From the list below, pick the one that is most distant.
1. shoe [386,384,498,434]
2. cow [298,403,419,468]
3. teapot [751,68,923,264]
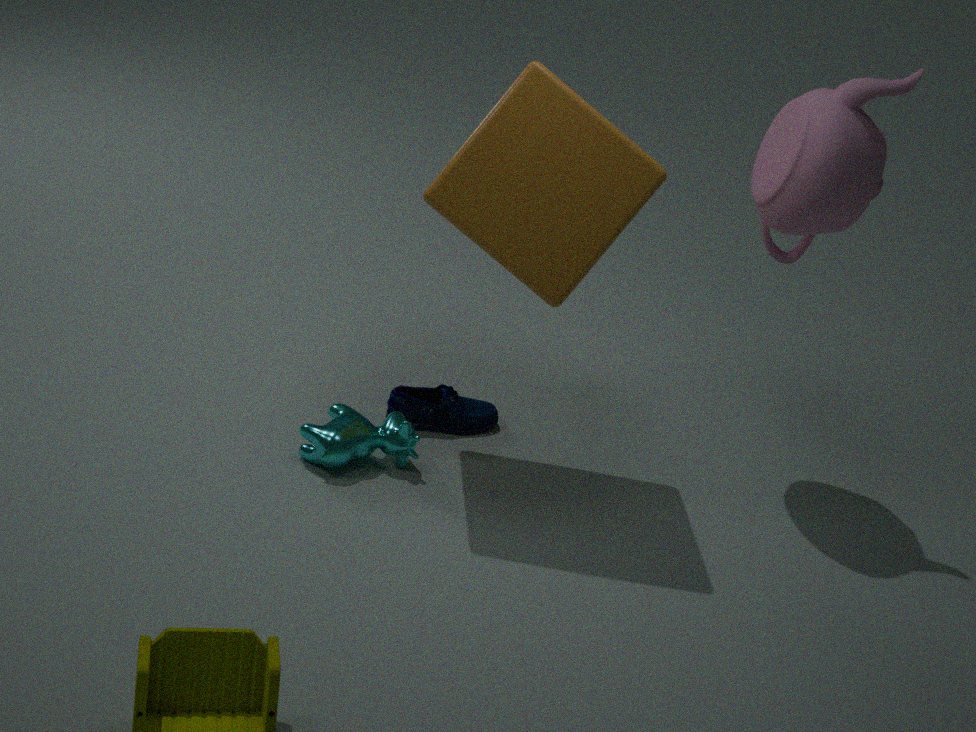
shoe [386,384,498,434]
